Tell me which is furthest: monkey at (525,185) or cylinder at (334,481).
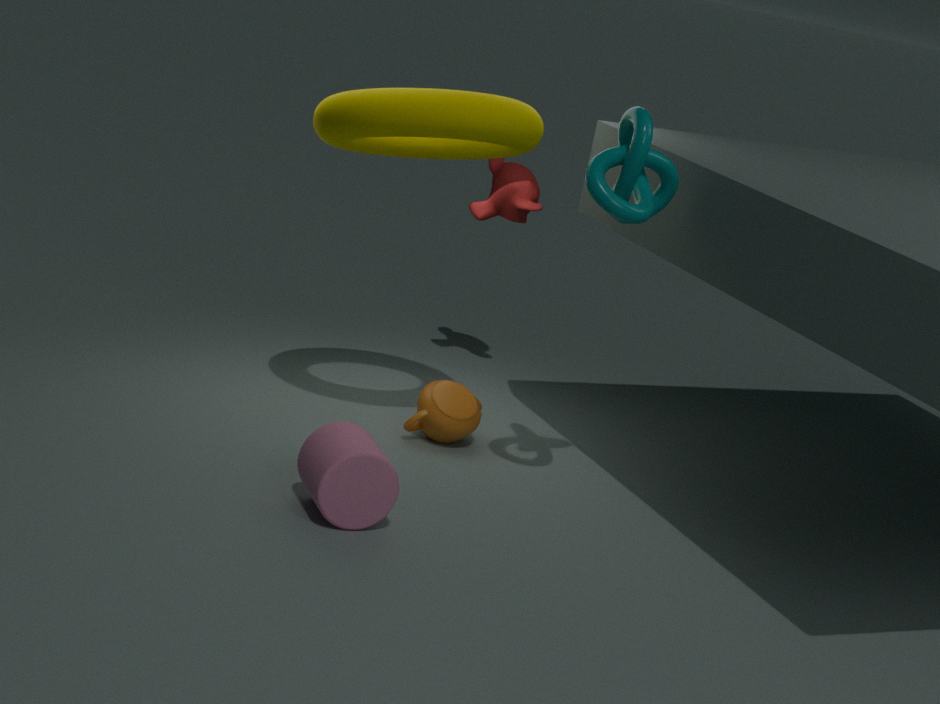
monkey at (525,185)
